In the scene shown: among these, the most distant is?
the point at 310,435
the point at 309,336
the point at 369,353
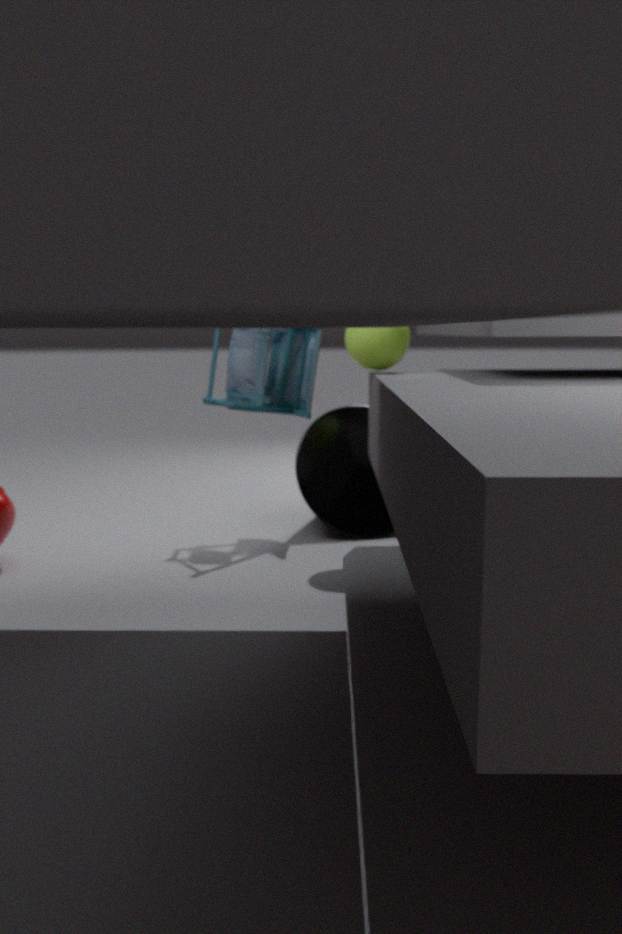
the point at 309,336
